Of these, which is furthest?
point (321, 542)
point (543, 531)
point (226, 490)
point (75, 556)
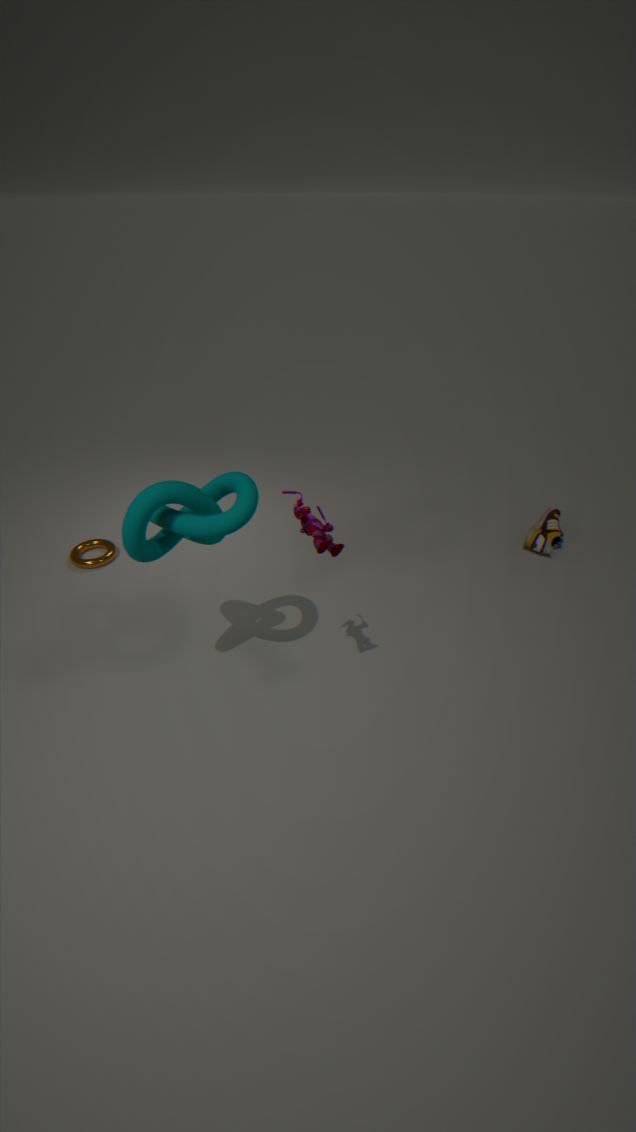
point (543, 531)
